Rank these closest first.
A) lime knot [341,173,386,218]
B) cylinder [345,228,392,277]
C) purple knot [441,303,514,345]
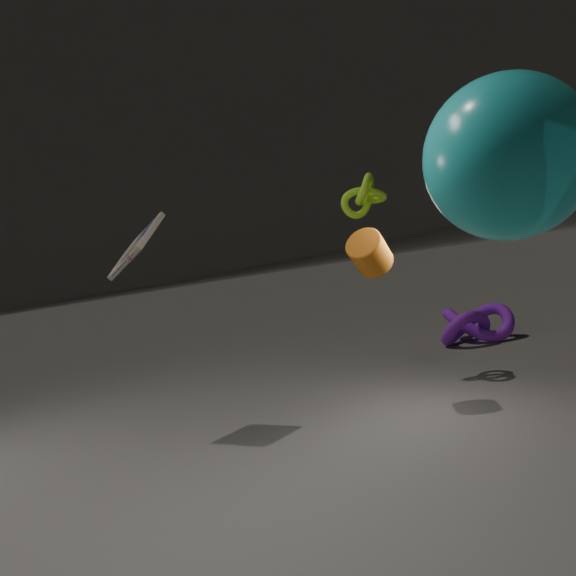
B. cylinder [345,228,392,277]
A. lime knot [341,173,386,218]
C. purple knot [441,303,514,345]
